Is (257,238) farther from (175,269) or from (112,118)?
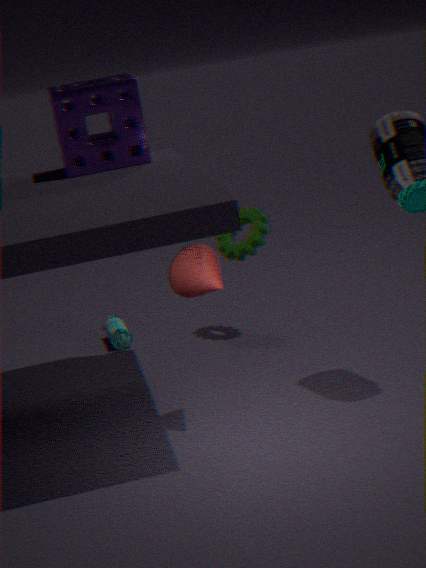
(175,269)
